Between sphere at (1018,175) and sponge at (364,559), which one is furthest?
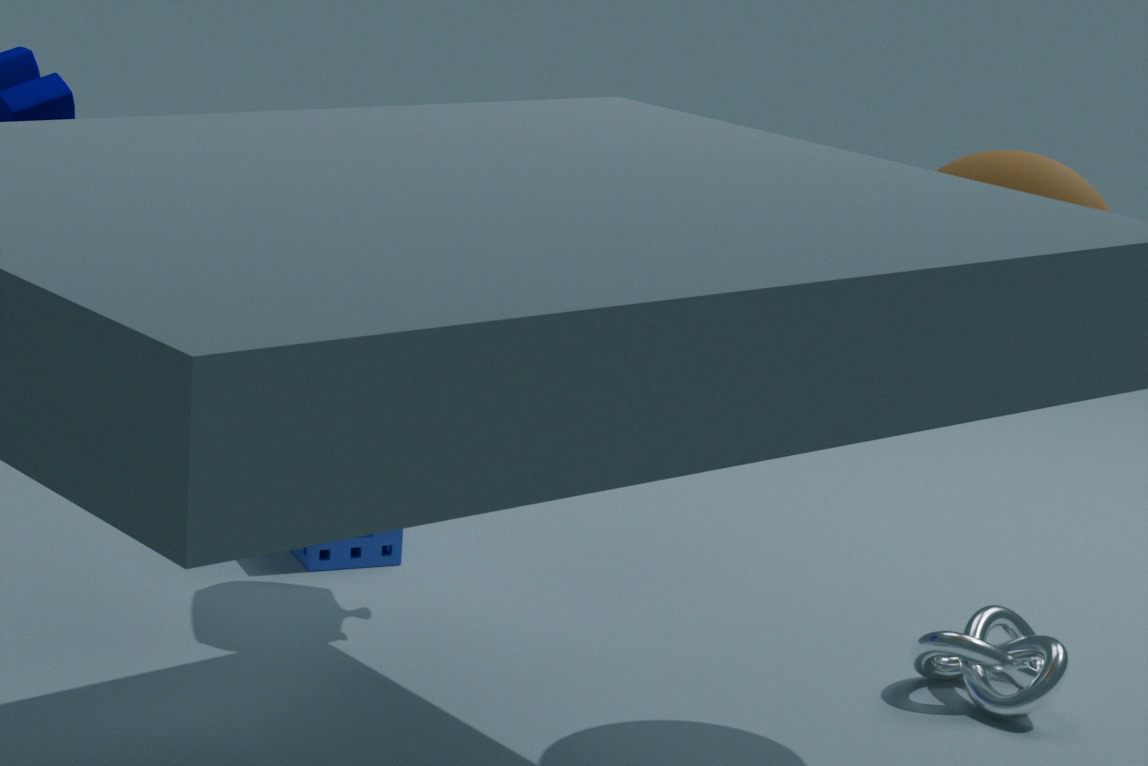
sponge at (364,559)
